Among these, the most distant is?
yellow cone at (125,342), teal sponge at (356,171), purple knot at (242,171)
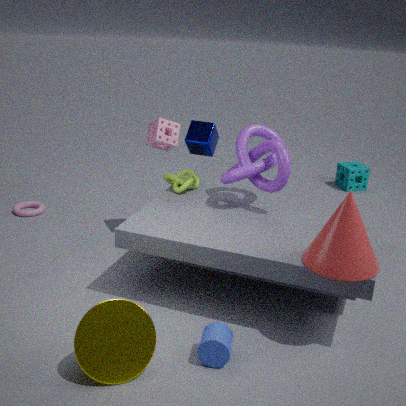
teal sponge at (356,171)
